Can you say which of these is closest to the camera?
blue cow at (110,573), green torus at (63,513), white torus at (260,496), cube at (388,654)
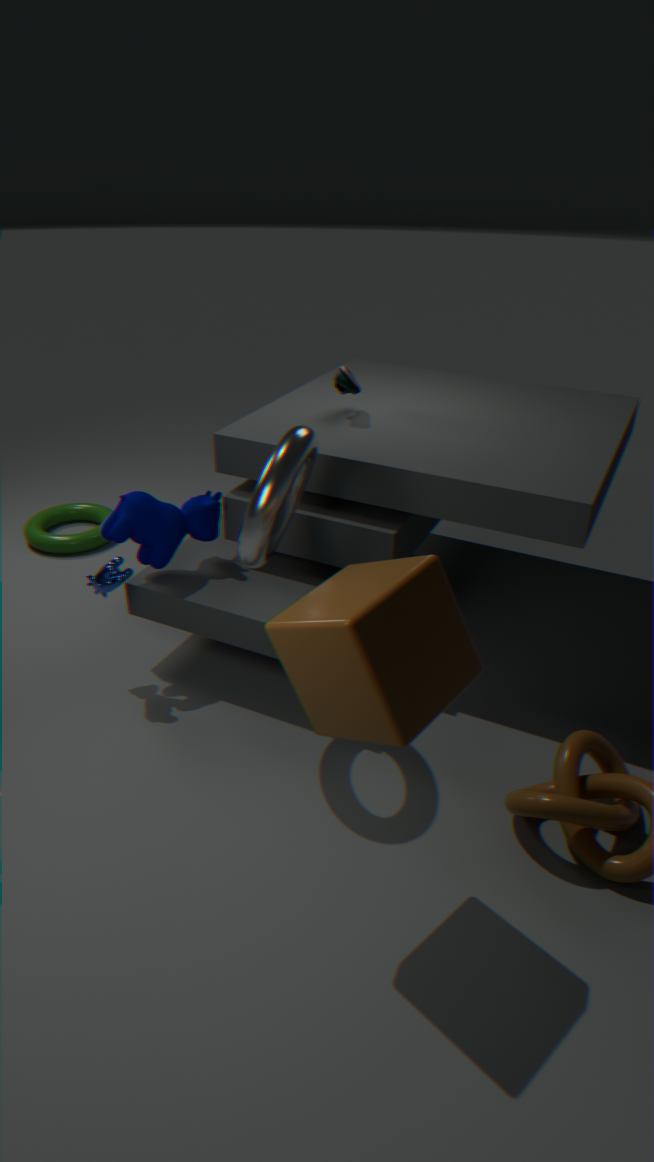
cube at (388,654)
